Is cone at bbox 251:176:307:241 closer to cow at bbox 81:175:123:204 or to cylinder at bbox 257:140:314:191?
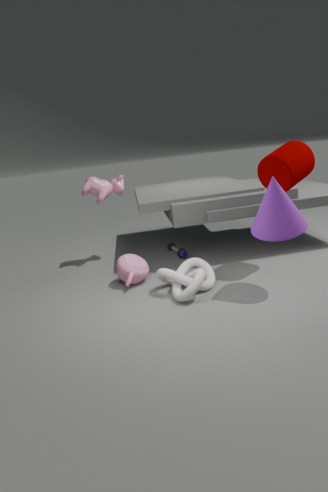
cylinder at bbox 257:140:314:191
